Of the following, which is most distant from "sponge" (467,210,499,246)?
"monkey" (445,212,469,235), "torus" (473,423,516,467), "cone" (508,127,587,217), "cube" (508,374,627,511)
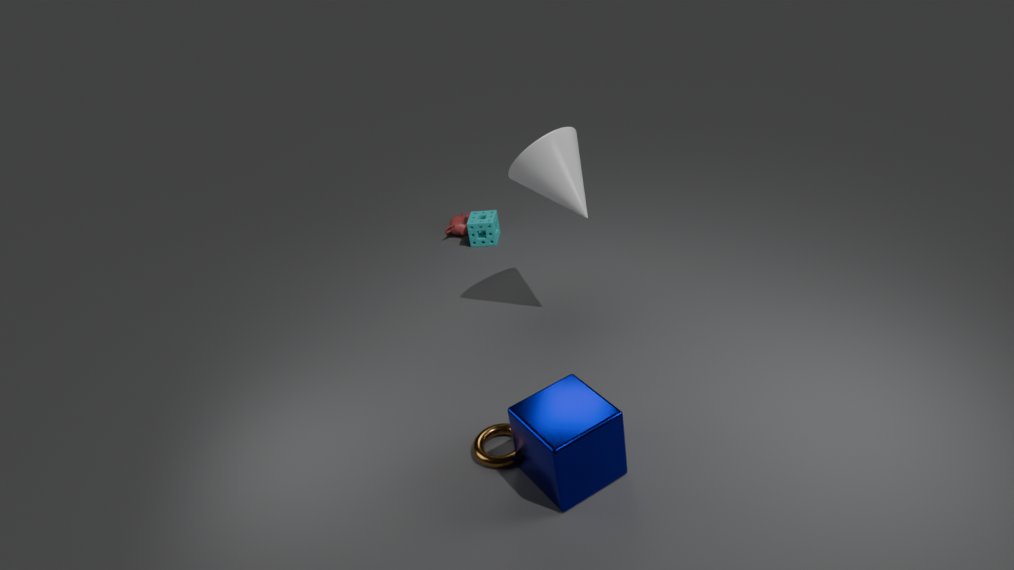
"cube" (508,374,627,511)
